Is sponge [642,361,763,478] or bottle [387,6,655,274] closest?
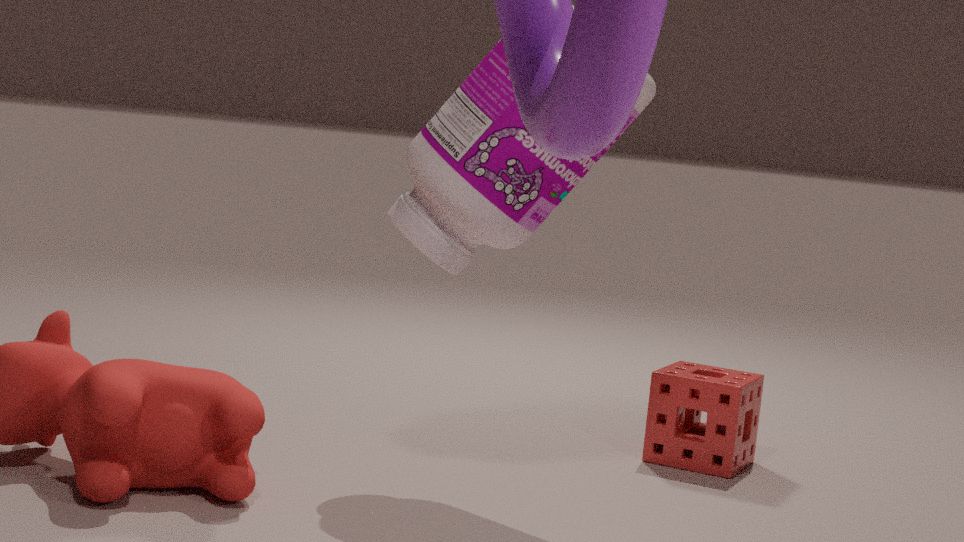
bottle [387,6,655,274]
